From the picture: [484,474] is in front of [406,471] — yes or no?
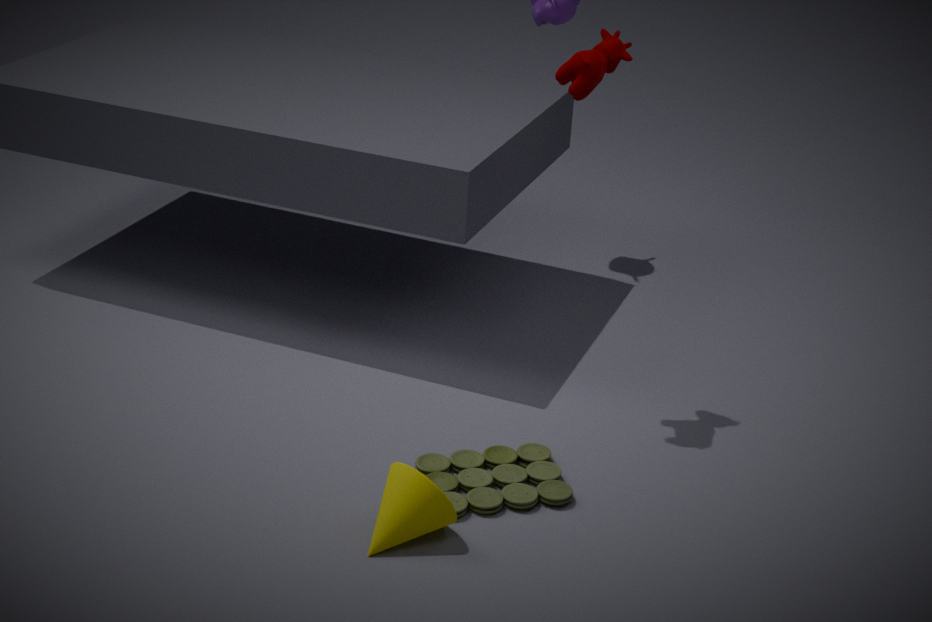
No
